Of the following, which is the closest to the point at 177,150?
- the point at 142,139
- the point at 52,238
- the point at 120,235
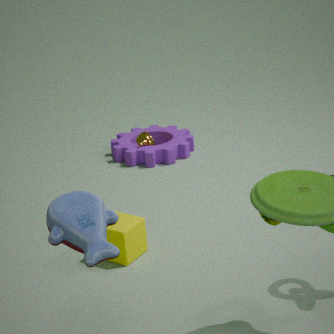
the point at 142,139
